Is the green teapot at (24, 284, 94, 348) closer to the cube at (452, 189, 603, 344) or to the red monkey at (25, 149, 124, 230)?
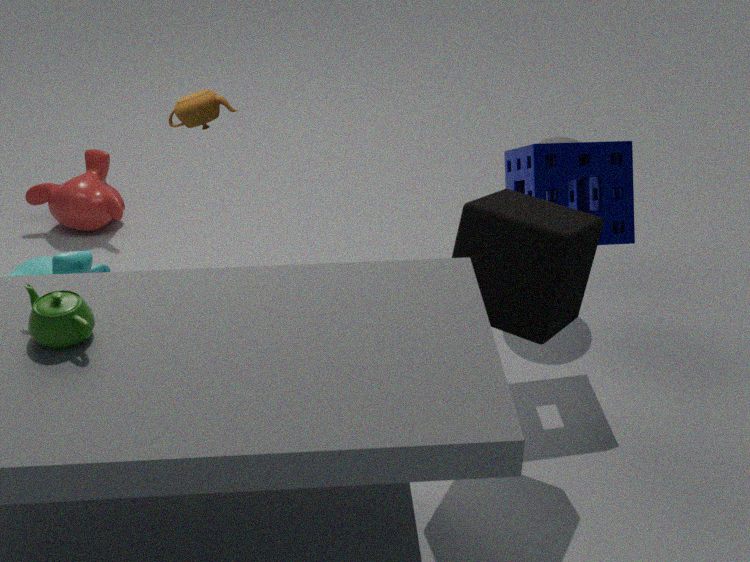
the cube at (452, 189, 603, 344)
